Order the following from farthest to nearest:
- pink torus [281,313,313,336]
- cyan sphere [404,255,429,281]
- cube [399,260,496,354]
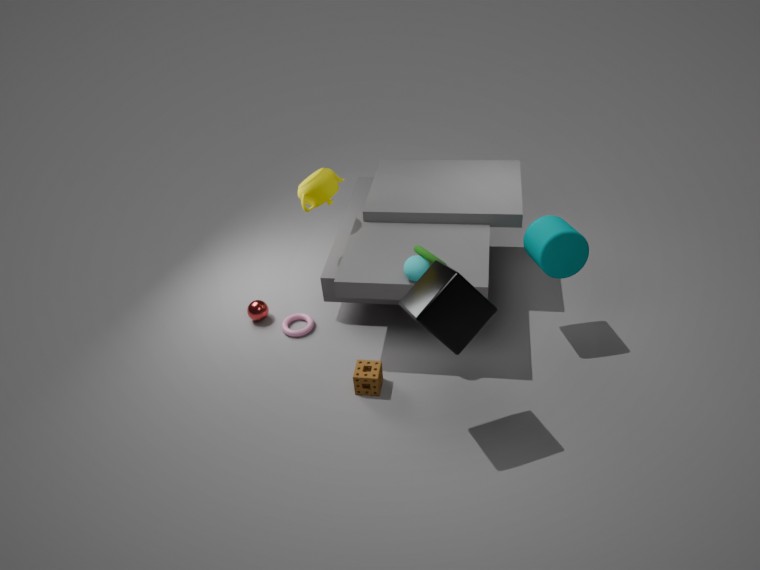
1. pink torus [281,313,313,336]
2. cyan sphere [404,255,429,281]
3. cube [399,260,496,354]
